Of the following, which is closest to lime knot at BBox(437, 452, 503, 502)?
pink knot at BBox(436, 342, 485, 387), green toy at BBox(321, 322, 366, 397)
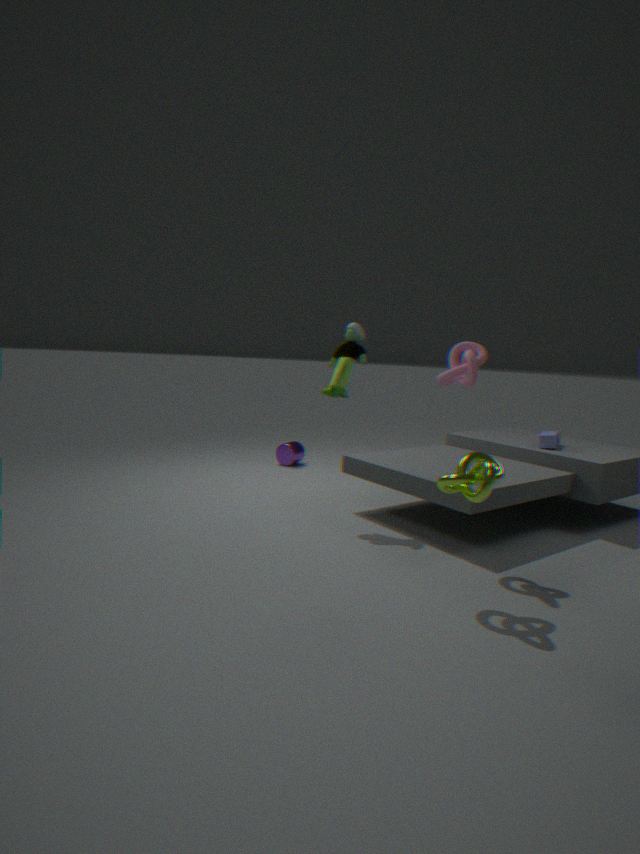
pink knot at BBox(436, 342, 485, 387)
